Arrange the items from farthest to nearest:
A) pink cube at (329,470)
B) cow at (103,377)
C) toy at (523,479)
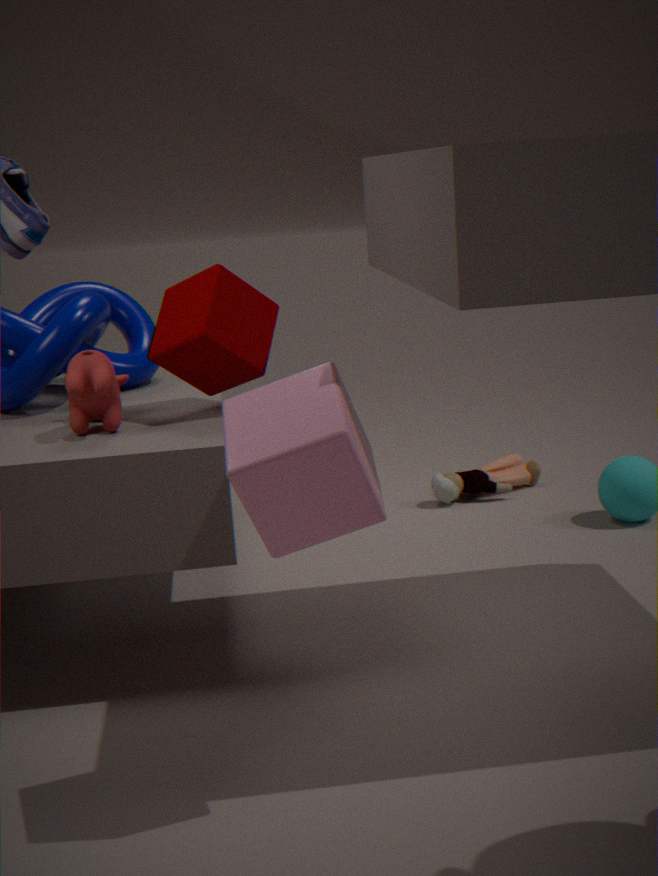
C. toy at (523,479)
B. cow at (103,377)
A. pink cube at (329,470)
